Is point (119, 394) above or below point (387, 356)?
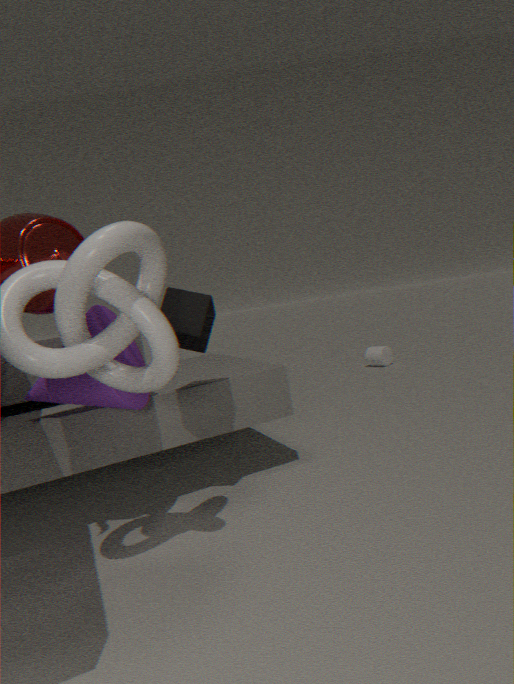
above
